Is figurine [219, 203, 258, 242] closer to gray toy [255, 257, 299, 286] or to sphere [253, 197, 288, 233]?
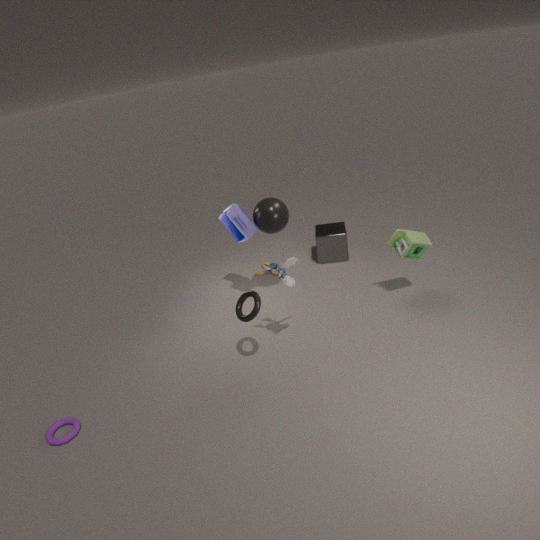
sphere [253, 197, 288, 233]
